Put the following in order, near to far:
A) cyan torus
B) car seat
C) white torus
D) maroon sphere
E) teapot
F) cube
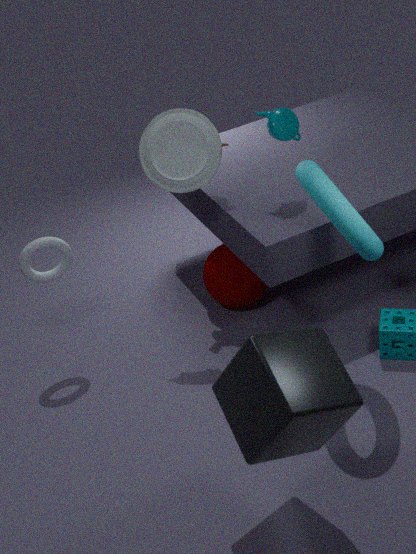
cube
cyan torus
car seat
white torus
teapot
maroon sphere
